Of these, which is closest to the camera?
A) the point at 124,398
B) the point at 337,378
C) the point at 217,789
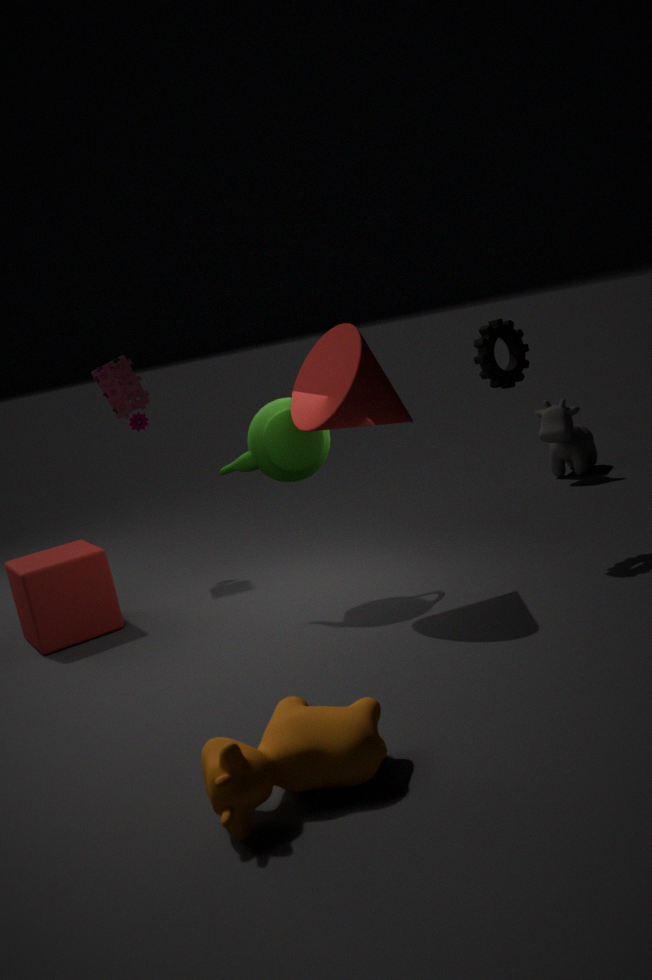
the point at 217,789
